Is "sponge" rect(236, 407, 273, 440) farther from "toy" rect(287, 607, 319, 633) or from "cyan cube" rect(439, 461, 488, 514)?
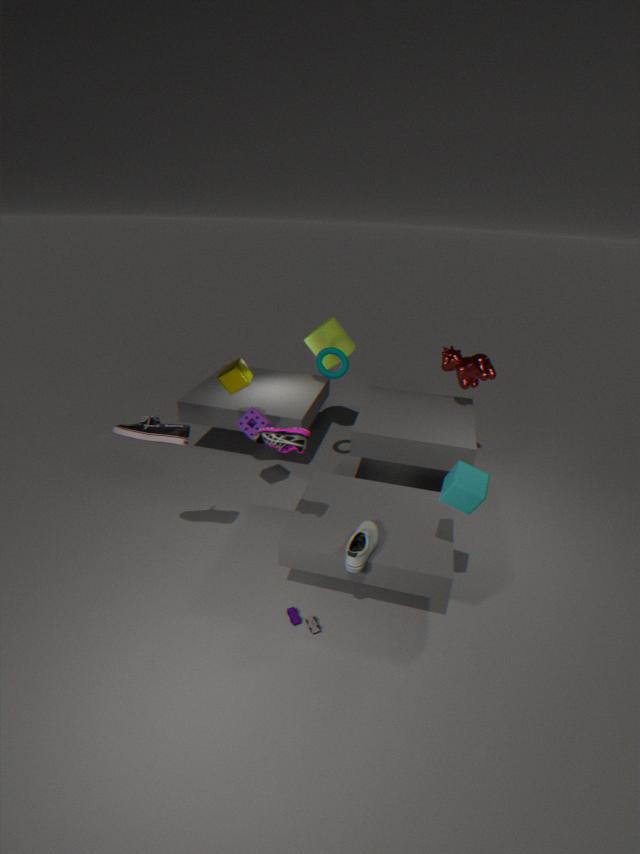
"cyan cube" rect(439, 461, 488, 514)
